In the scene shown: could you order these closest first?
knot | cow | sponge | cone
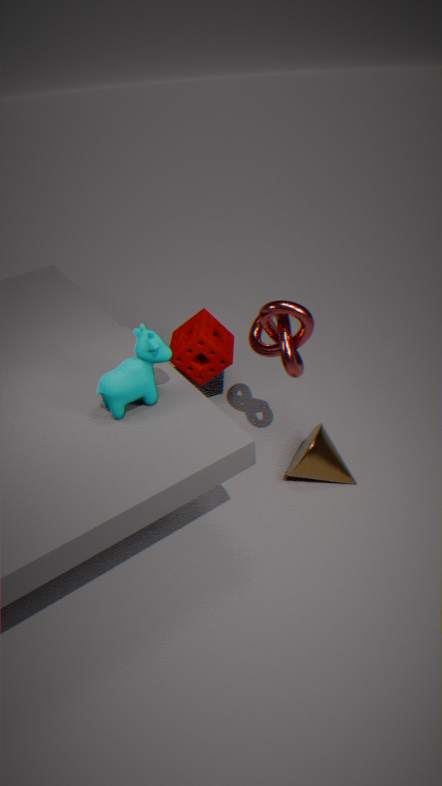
cow → knot → cone → sponge
